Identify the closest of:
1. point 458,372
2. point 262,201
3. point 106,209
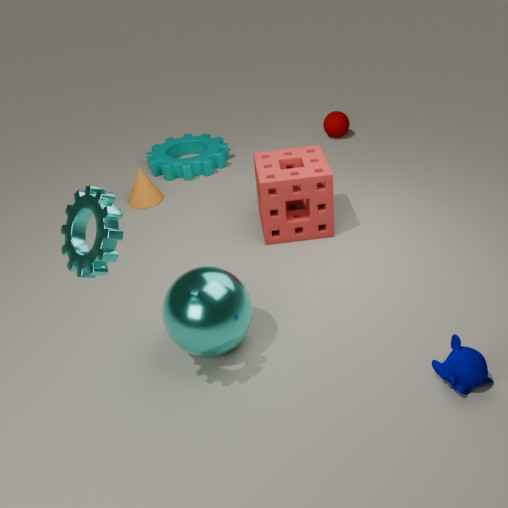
point 106,209
